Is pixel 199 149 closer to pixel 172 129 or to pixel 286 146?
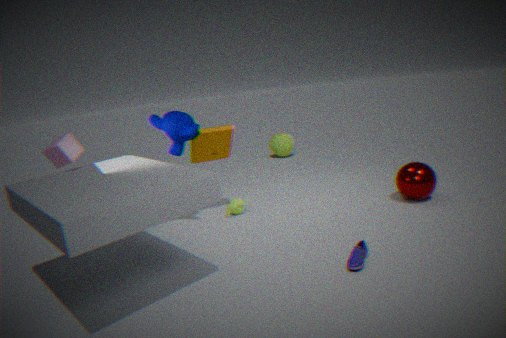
pixel 172 129
